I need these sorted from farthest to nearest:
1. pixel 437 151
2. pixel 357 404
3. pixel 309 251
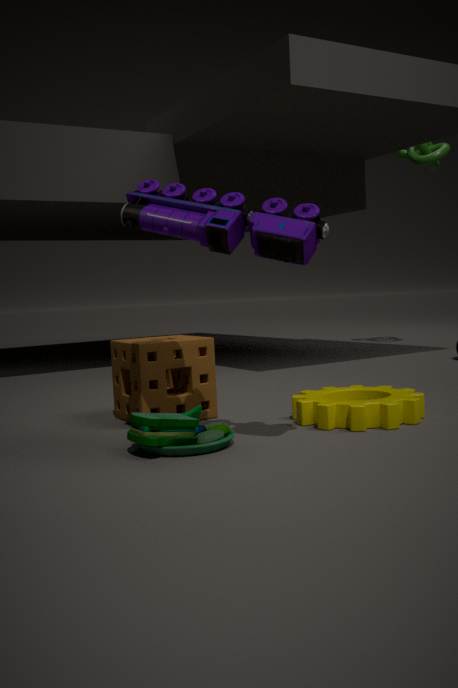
pixel 437 151 < pixel 357 404 < pixel 309 251
